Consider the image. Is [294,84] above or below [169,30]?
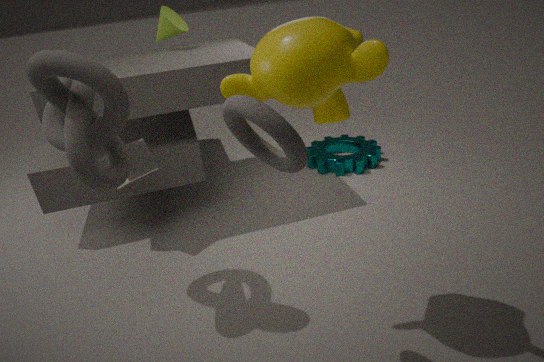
below
